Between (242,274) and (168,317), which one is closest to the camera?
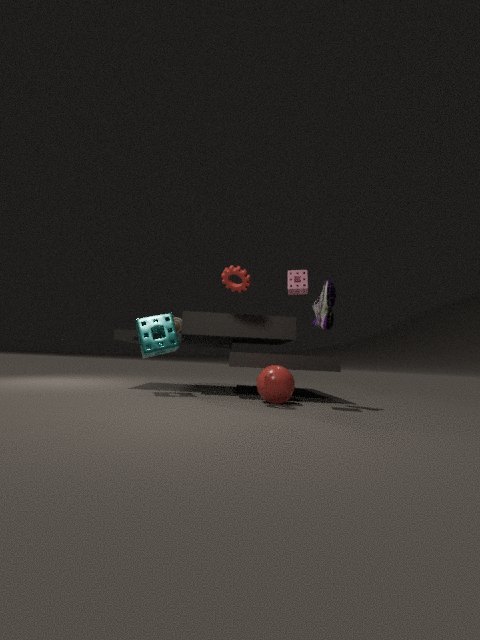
(242,274)
